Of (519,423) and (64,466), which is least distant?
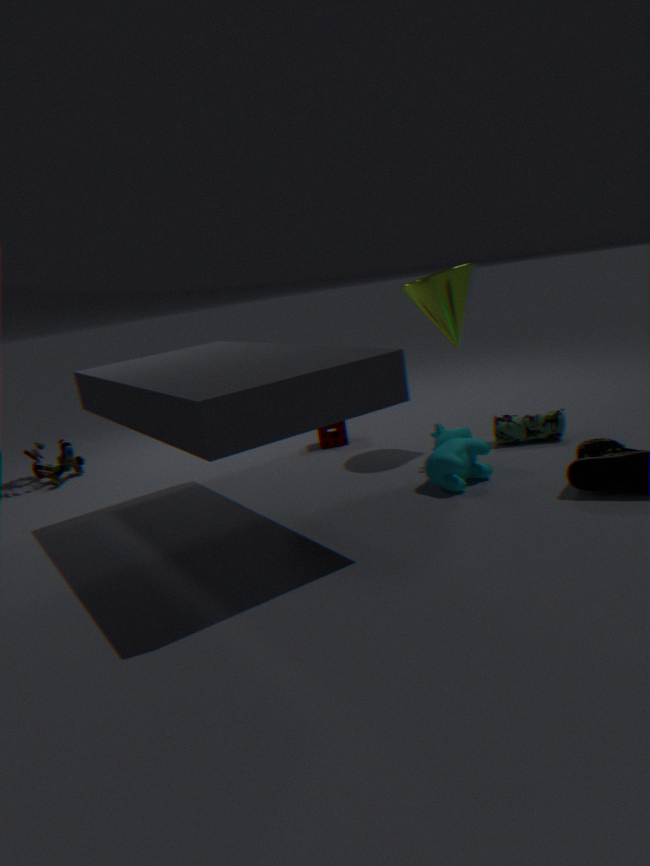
(519,423)
